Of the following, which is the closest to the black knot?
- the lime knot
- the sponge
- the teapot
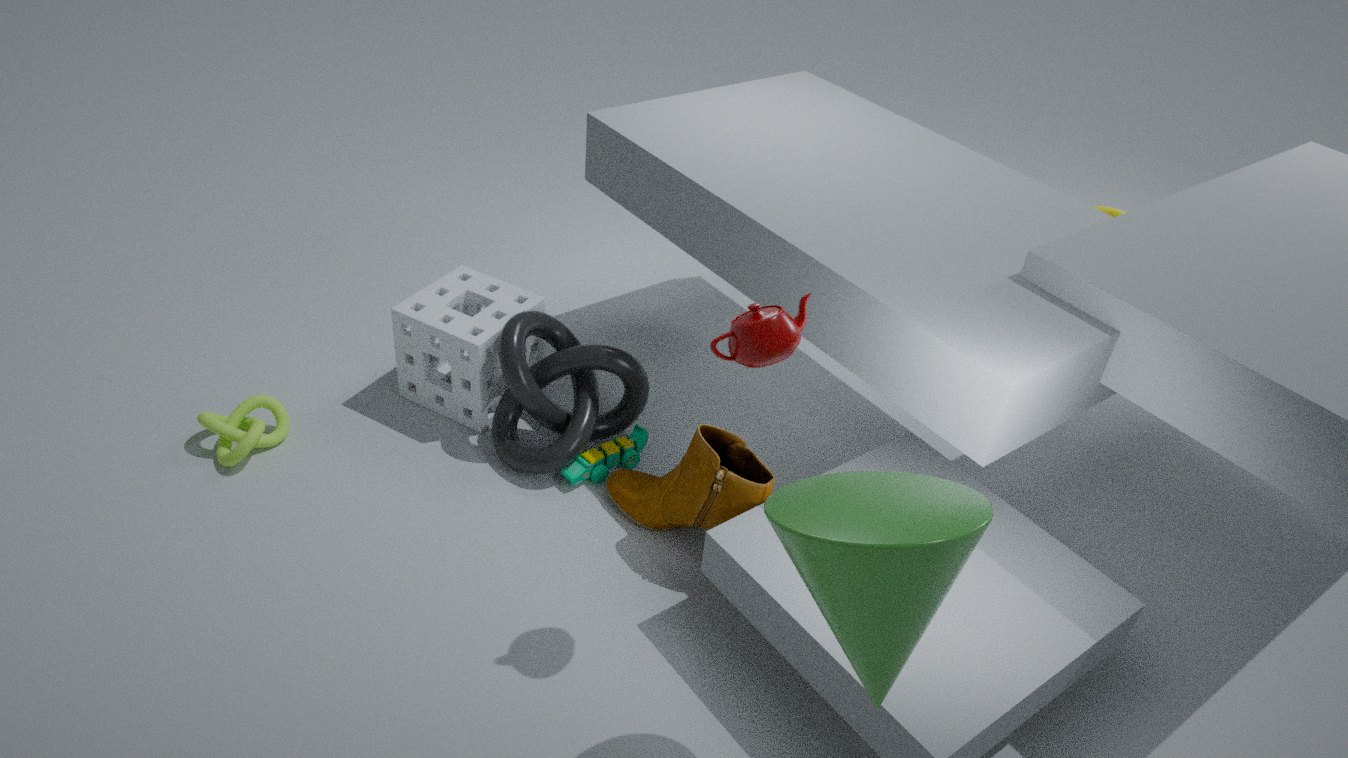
the sponge
